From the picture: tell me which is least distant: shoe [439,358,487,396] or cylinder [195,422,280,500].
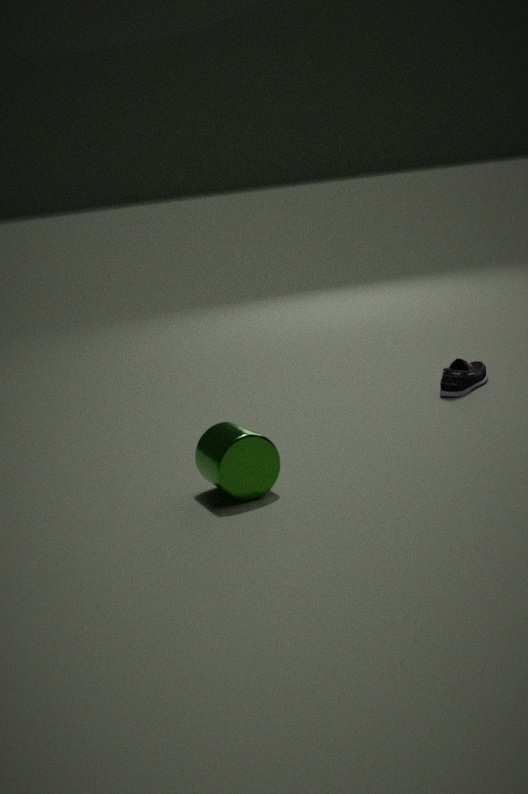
cylinder [195,422,280,500]
